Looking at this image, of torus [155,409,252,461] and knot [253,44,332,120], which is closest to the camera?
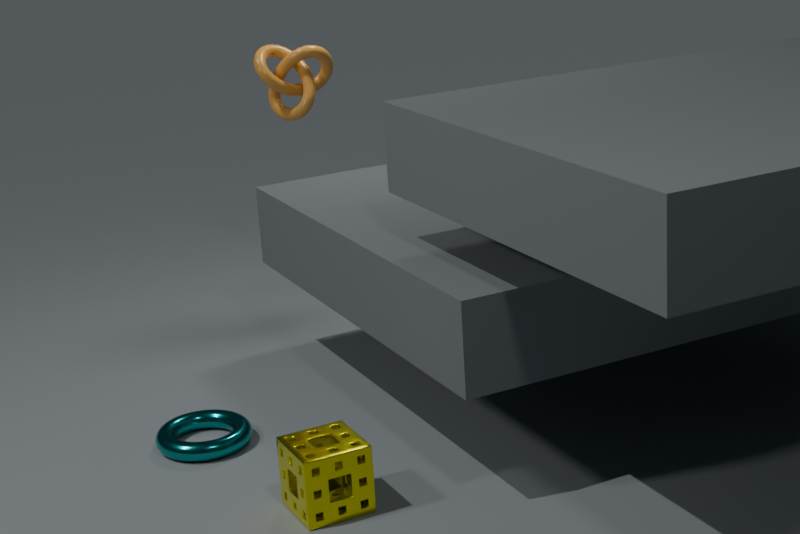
torus [155,409,252,461]
